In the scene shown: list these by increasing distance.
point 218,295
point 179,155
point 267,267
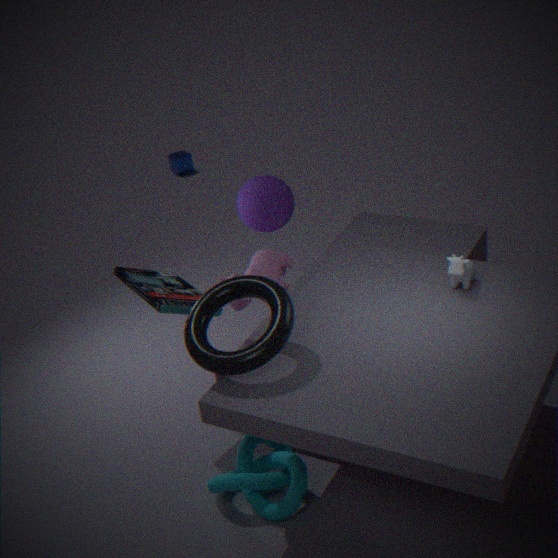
1. point 218,295
2. point 267,267
3. point 179,155
